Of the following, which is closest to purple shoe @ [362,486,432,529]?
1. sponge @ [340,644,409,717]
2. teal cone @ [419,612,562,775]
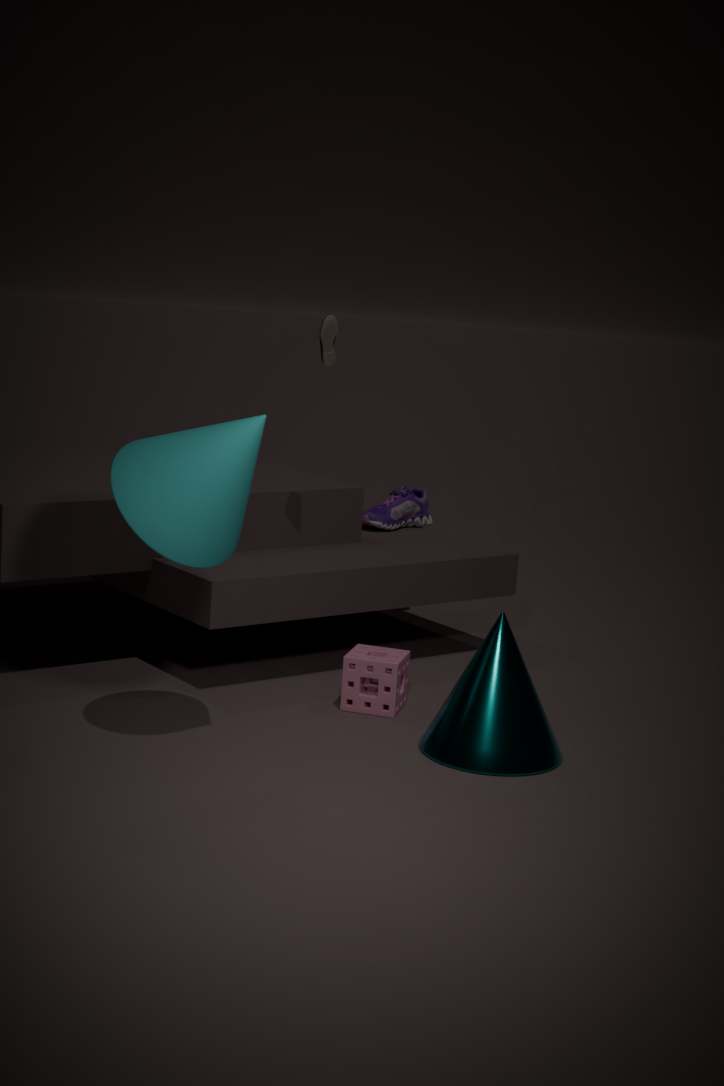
sponge @ [340,644,409,717]
